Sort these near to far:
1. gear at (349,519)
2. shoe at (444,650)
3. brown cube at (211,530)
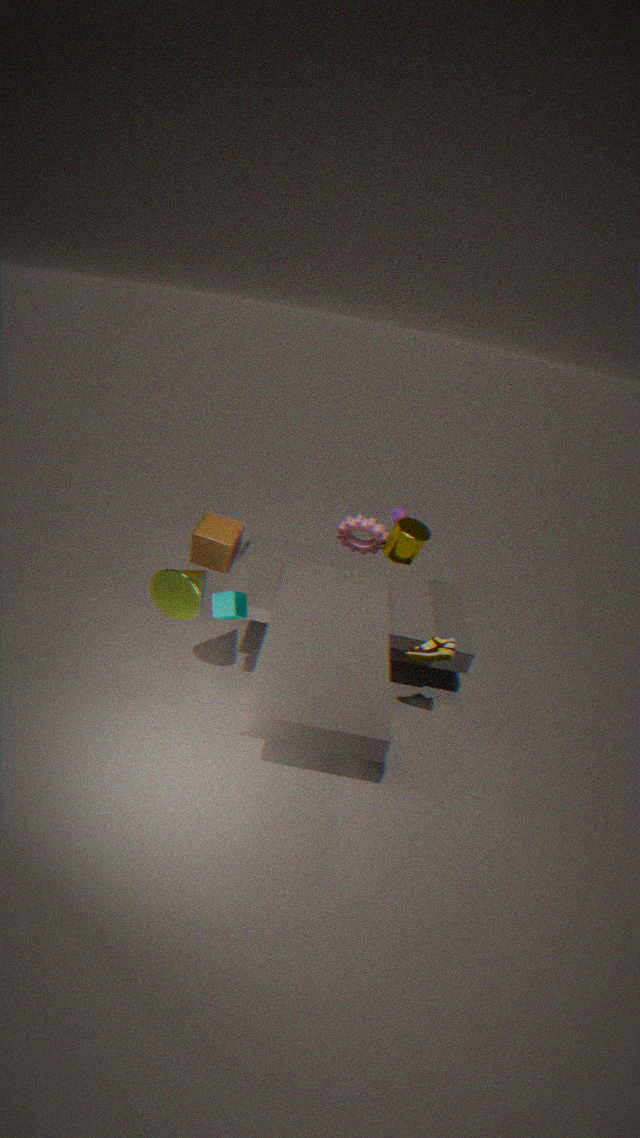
shoe at (444,650) < brown cube at (211,530) < gear at (349,519)
